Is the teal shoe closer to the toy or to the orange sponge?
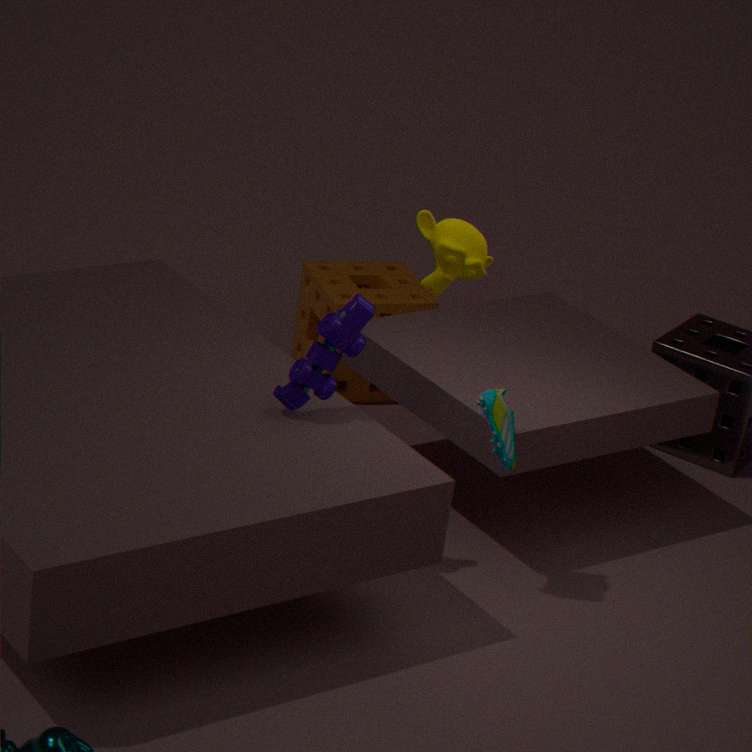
the toy
